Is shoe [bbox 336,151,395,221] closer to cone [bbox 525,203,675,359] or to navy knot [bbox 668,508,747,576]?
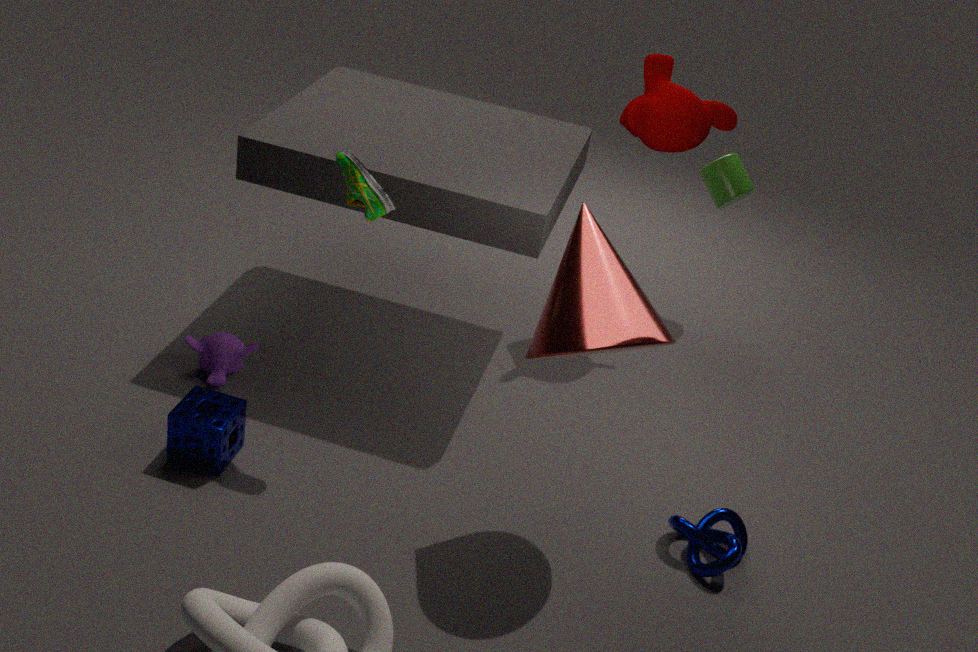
cone [bbox 525,203,675,359]
